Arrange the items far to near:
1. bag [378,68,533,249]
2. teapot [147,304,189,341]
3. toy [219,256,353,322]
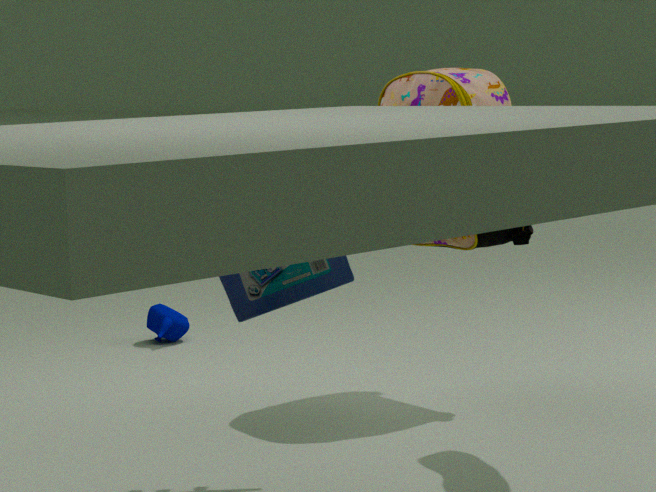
teapot [147,304,189,341] → bag [378,68,533,249] → toy [219,256,353,322]
